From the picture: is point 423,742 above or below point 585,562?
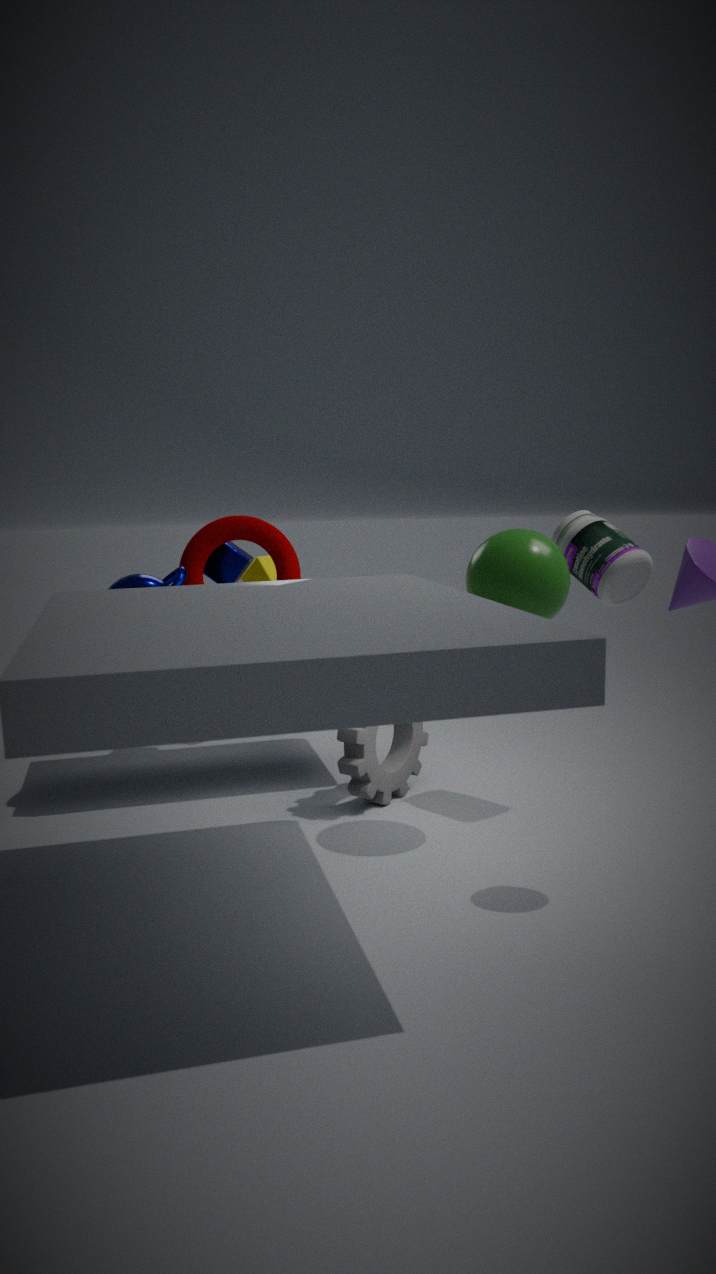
below
